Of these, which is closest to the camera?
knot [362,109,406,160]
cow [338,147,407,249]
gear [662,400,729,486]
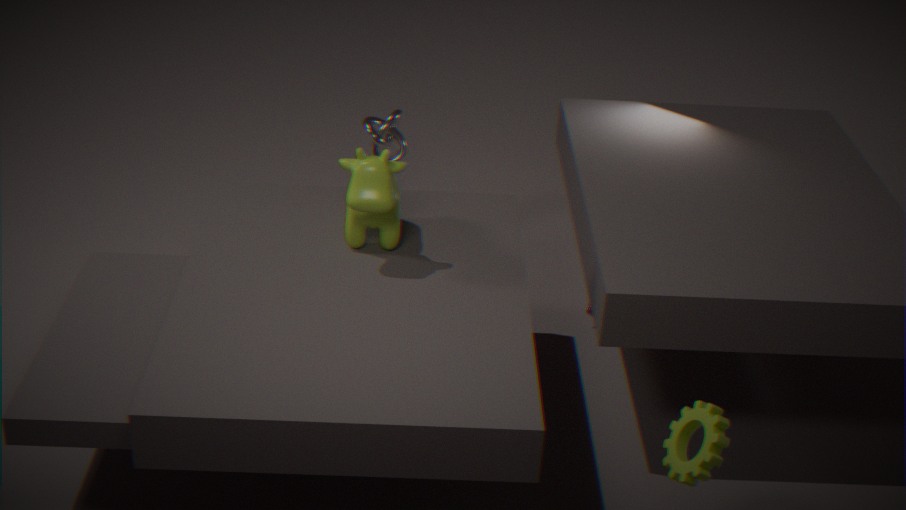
gear [662,400,729,486]
